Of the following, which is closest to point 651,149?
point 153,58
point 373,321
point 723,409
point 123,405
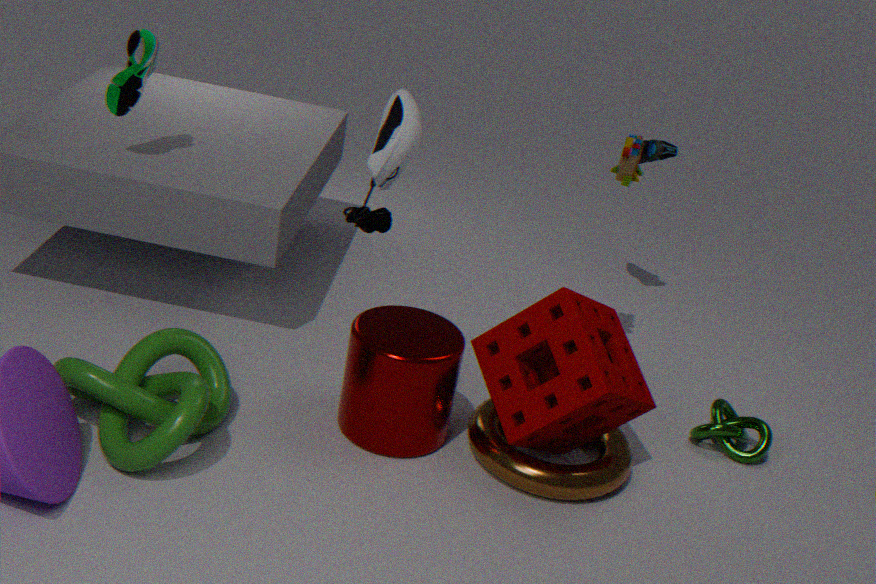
point 723,409
